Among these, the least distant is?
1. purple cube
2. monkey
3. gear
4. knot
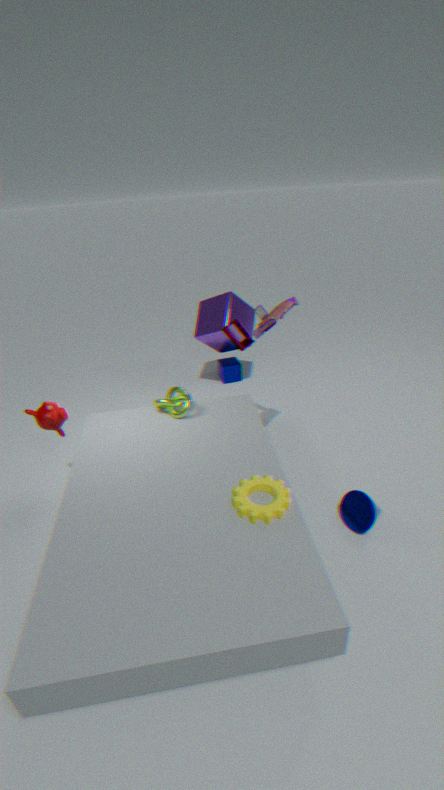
gear
